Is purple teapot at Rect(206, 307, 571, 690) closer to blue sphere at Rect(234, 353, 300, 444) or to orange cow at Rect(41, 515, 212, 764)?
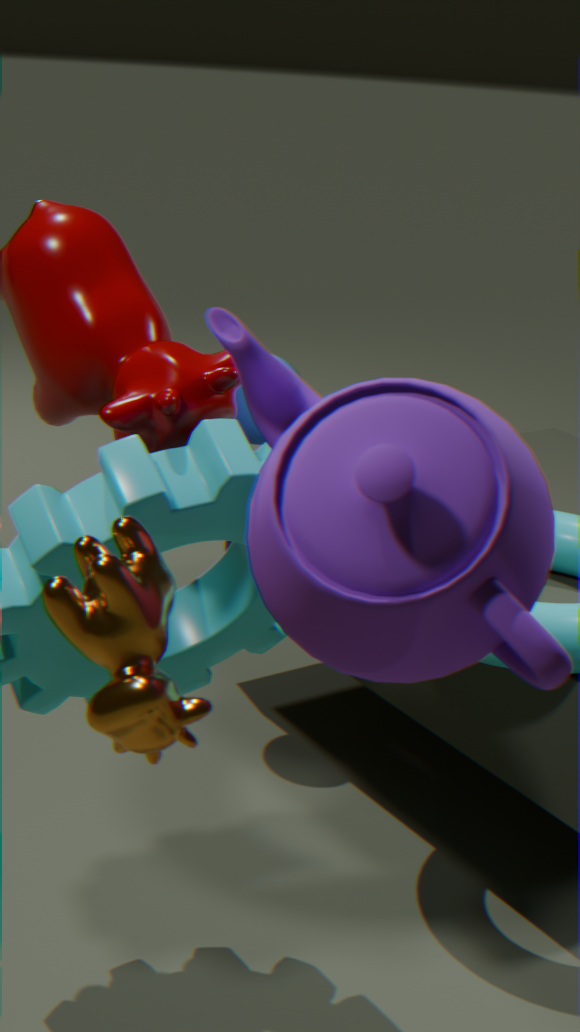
orange cow at Rect(41, 515, 212, 764)
